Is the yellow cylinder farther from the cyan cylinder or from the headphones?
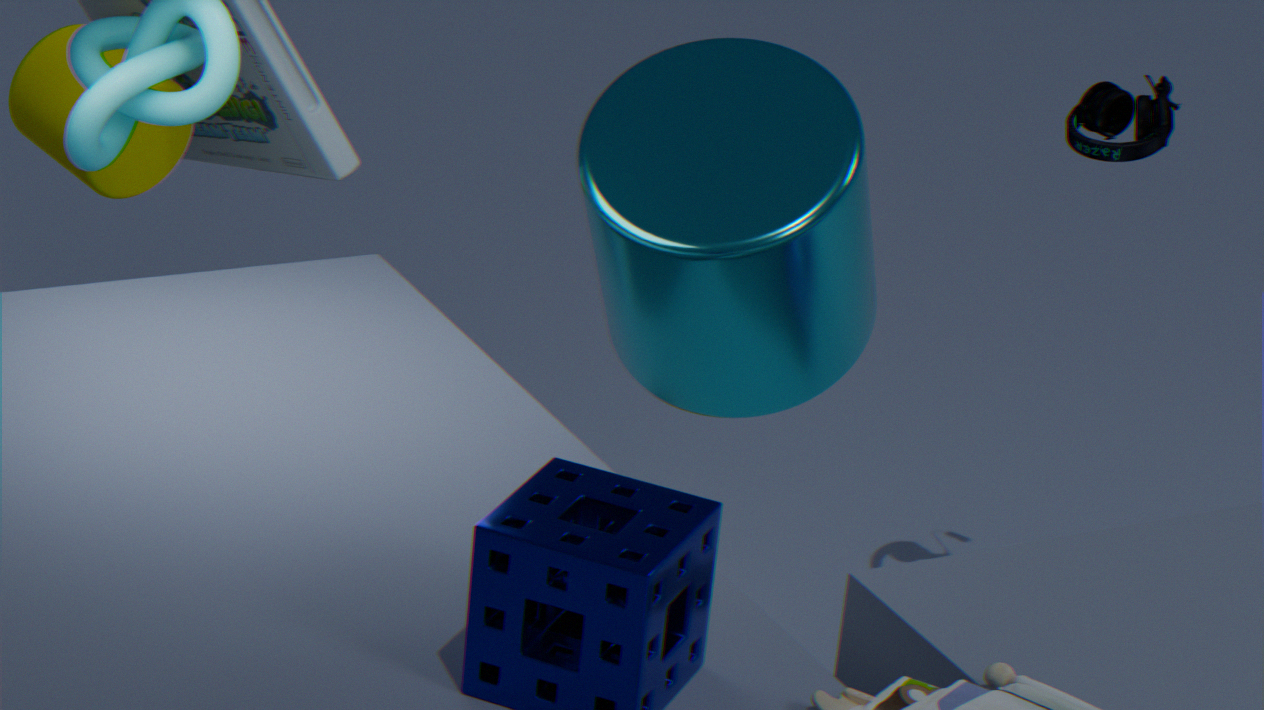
the headphones
